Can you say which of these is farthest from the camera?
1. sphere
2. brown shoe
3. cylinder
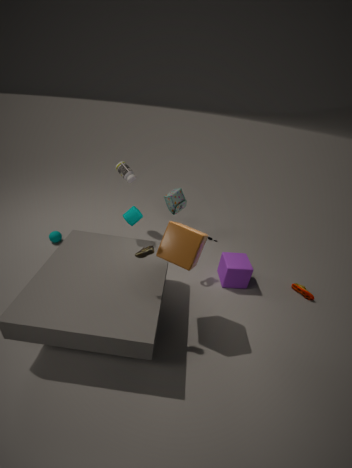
sphere
